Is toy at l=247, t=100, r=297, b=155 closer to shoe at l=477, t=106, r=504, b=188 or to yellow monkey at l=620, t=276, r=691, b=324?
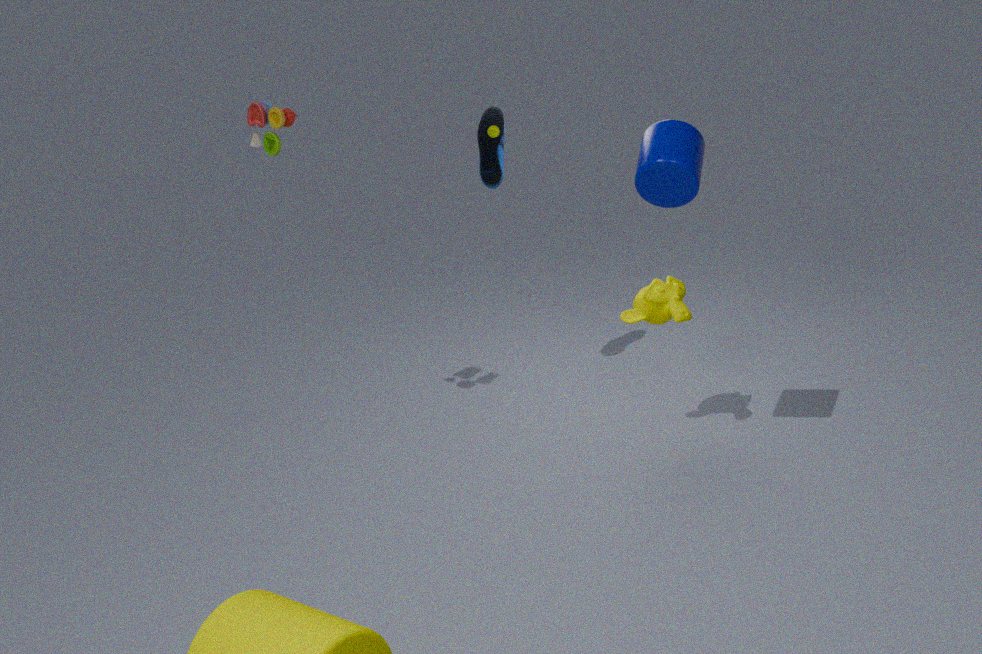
shoe at l=477, t=106, r=504, b=188
